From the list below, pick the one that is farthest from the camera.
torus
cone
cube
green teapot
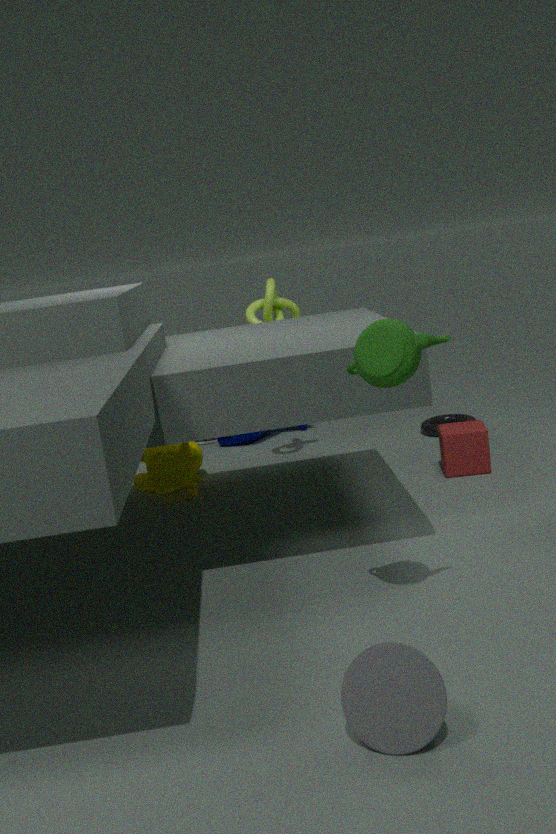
torus
